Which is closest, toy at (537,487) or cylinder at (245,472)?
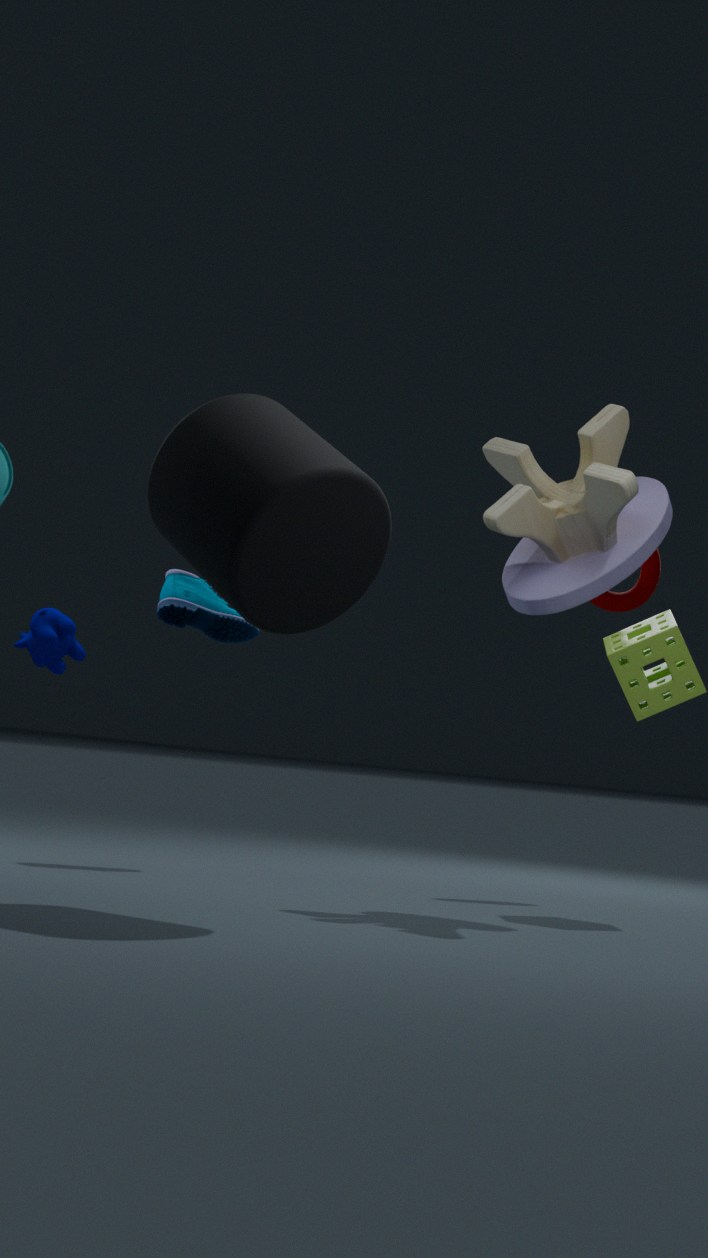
cylinder at (245,472)
